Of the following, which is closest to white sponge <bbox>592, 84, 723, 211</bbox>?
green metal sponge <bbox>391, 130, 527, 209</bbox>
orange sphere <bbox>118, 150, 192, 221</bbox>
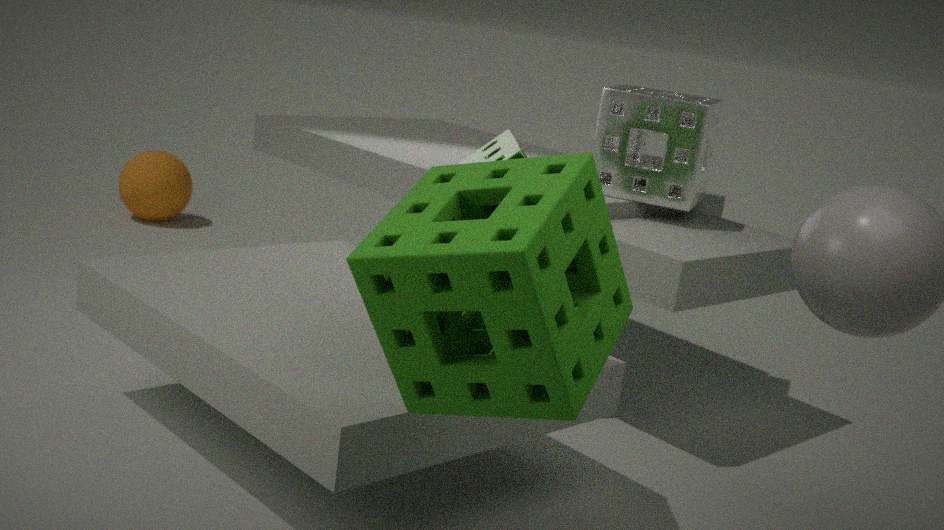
green metal sponge <bbox>391, 130, 527, 209</bbox>
